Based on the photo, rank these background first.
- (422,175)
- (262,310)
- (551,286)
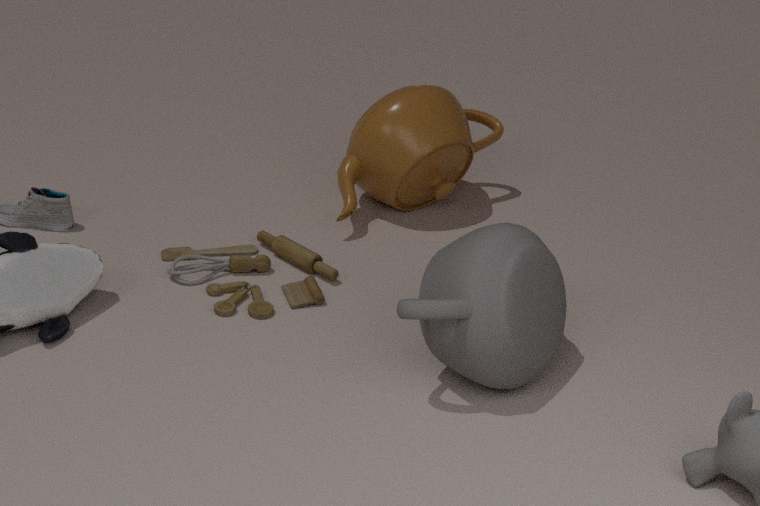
(422,175) < (262,310) < (551,286)
